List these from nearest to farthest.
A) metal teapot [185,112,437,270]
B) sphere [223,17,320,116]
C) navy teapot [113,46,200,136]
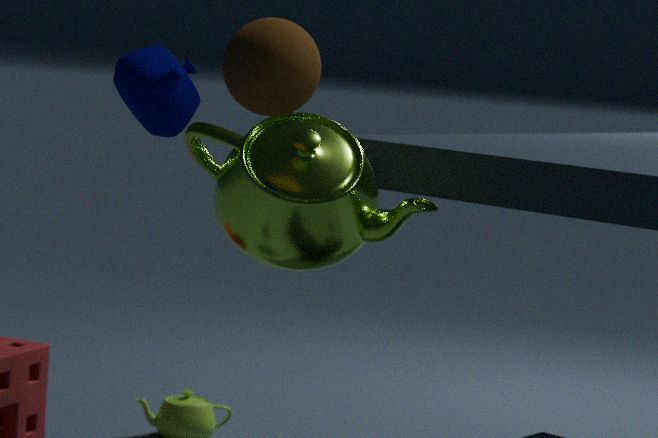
navy teapot [113,46,200,136] → sphere [223,17,320,116] → metal teapot [185,112,437,270]
